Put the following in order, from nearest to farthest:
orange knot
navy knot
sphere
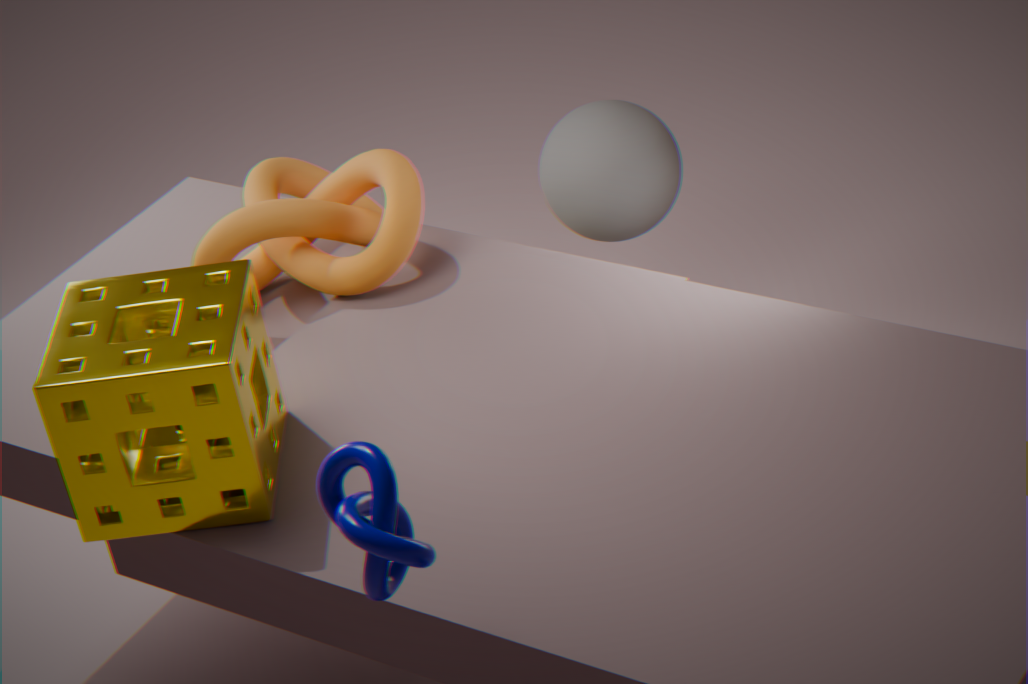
navy knot, orange knot, sphere
